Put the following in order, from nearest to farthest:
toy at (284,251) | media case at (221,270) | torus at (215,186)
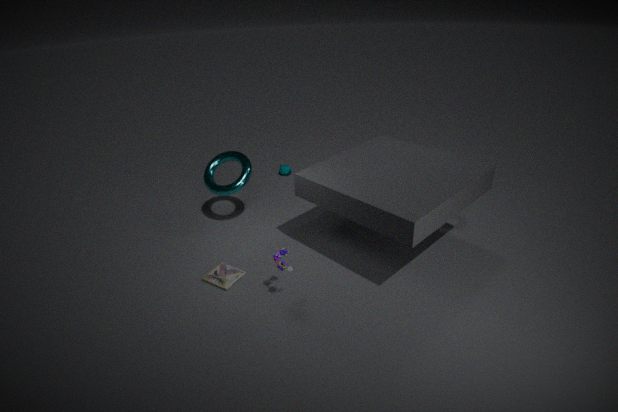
toy at (284,251), media case at (221,270), torus at (215,186)
